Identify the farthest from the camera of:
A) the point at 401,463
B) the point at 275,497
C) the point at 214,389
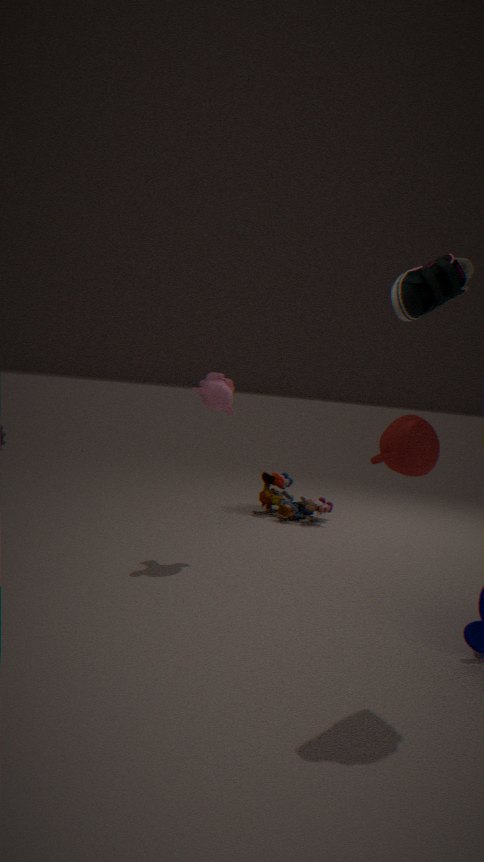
B. the point at 275,497
